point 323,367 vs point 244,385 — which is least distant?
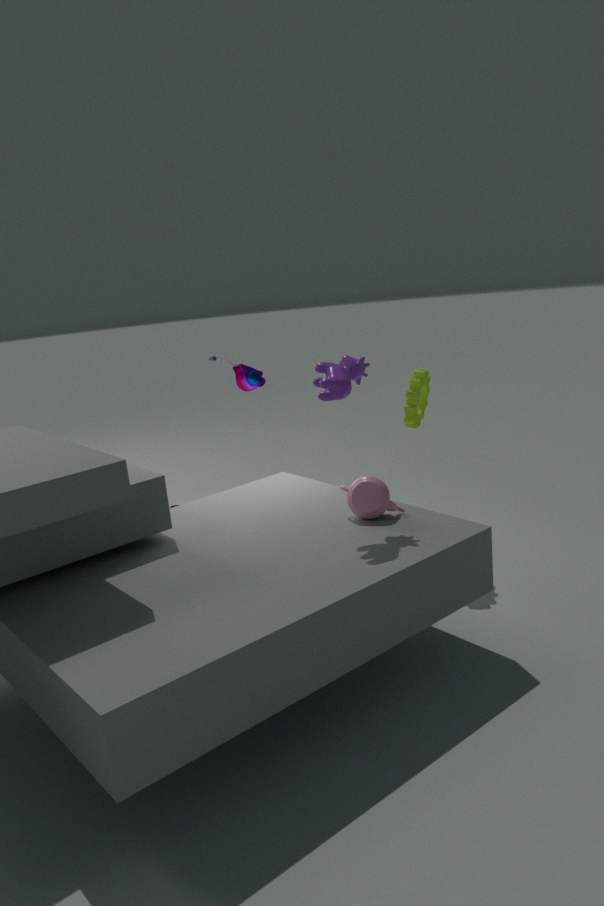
point 323,367
